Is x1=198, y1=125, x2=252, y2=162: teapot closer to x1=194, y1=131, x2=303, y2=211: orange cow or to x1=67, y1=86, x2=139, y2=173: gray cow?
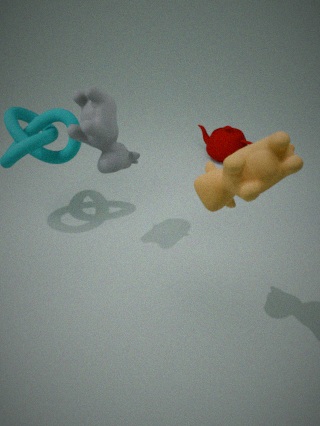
x1=67, y1=86, x2=139, y2=173: gray cow
